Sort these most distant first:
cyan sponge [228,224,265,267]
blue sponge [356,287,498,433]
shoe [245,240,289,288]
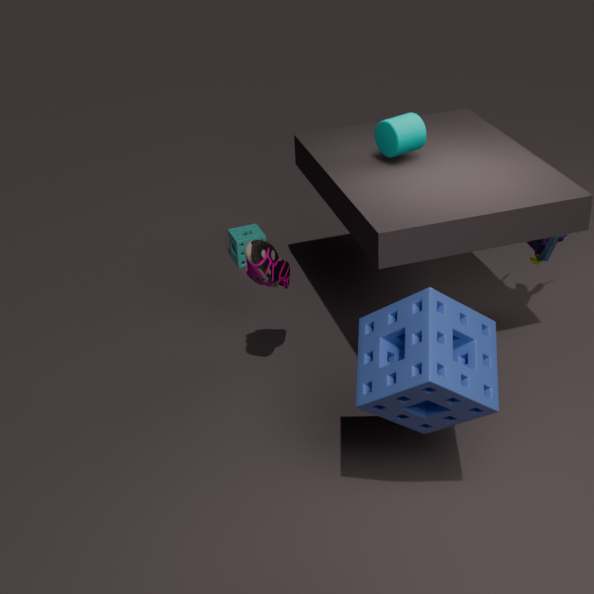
cyan sponge [228,224,265,267]
shoe [245,240,289,288]
blue sponge [356,287,498,433]
